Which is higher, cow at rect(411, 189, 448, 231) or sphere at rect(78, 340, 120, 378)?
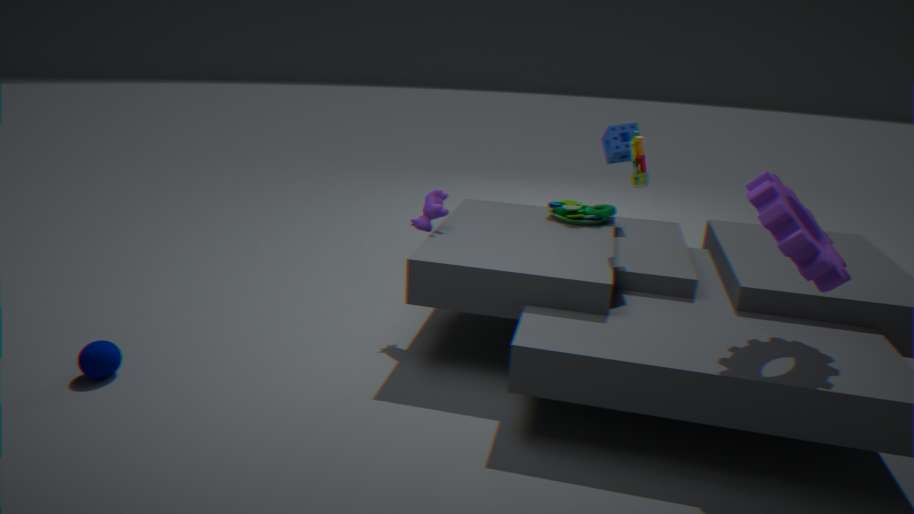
cow at rect(411, 189, 448, 231)
